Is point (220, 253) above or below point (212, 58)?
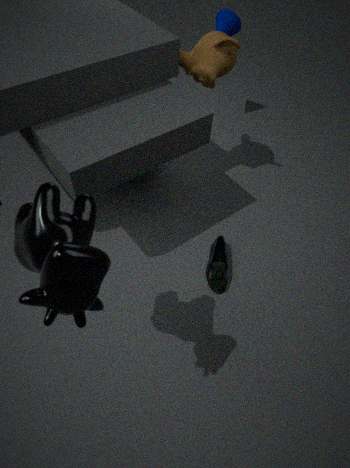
below
